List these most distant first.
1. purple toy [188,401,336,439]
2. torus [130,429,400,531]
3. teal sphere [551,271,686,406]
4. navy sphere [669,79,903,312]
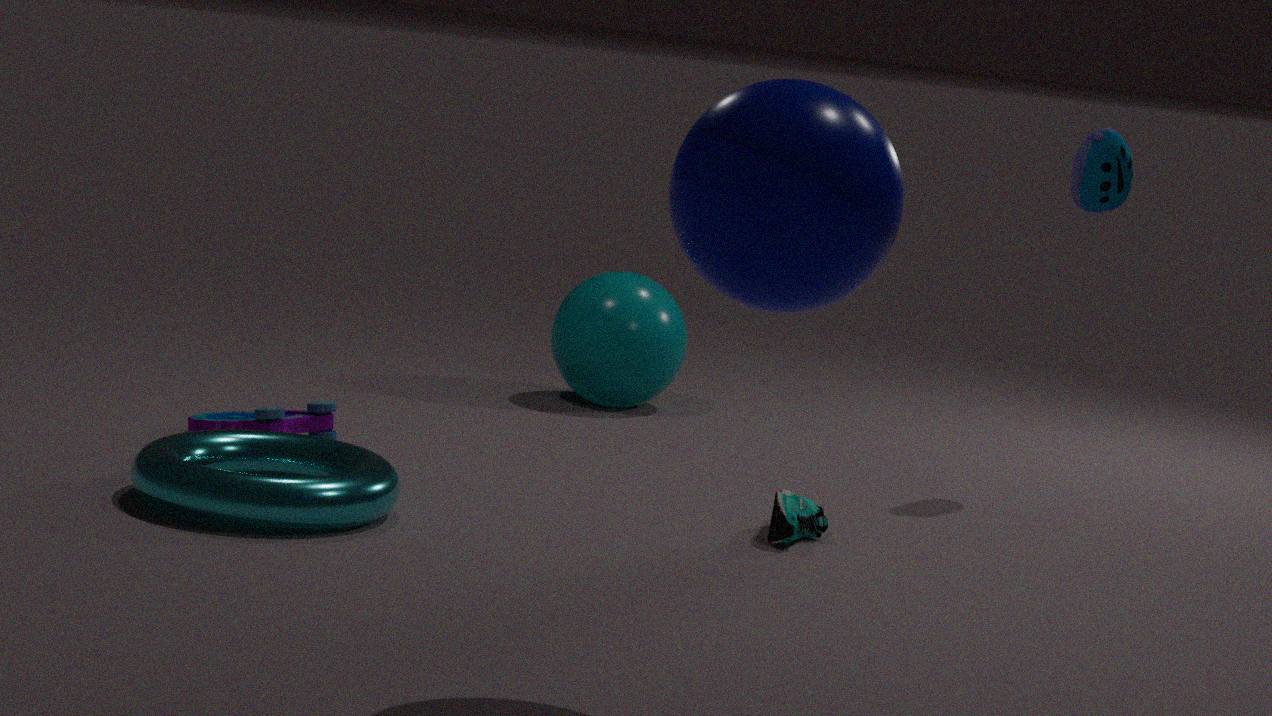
1. teal sphere [551,271,686,406]
2. purple toy [188,401,336,439]
3. torus [130,429,400,531]
4. navy sphere [669,79,903,312]
